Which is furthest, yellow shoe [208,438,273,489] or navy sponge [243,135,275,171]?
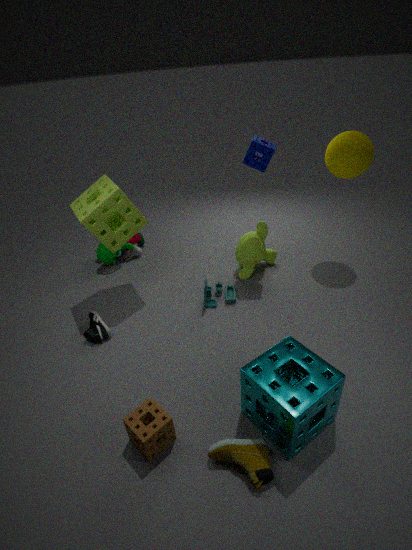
navy sponge [243,135,275,171]
